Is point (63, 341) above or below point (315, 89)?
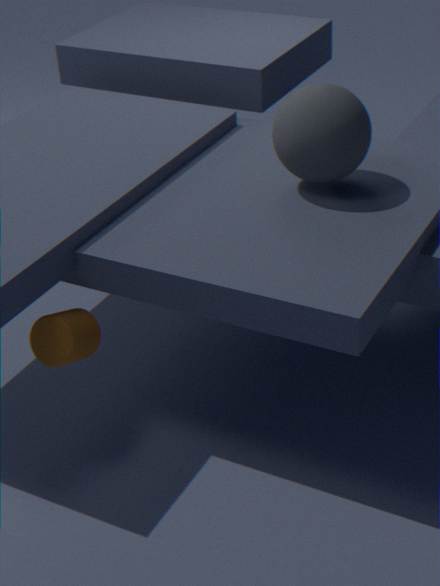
below
